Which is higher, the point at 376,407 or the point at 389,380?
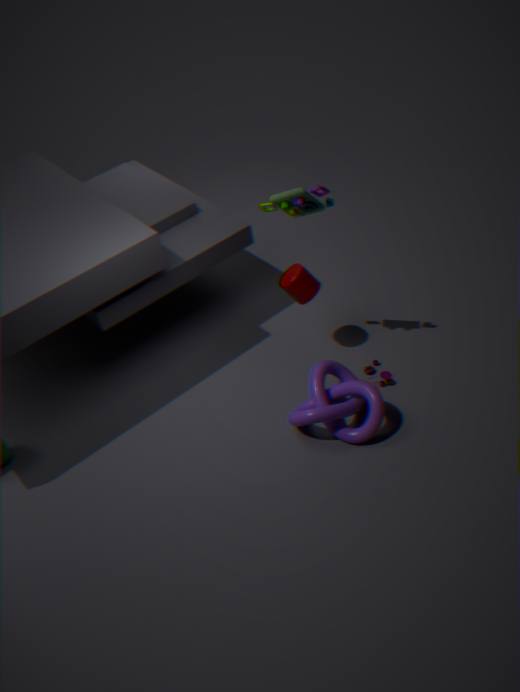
the point at 376,407
